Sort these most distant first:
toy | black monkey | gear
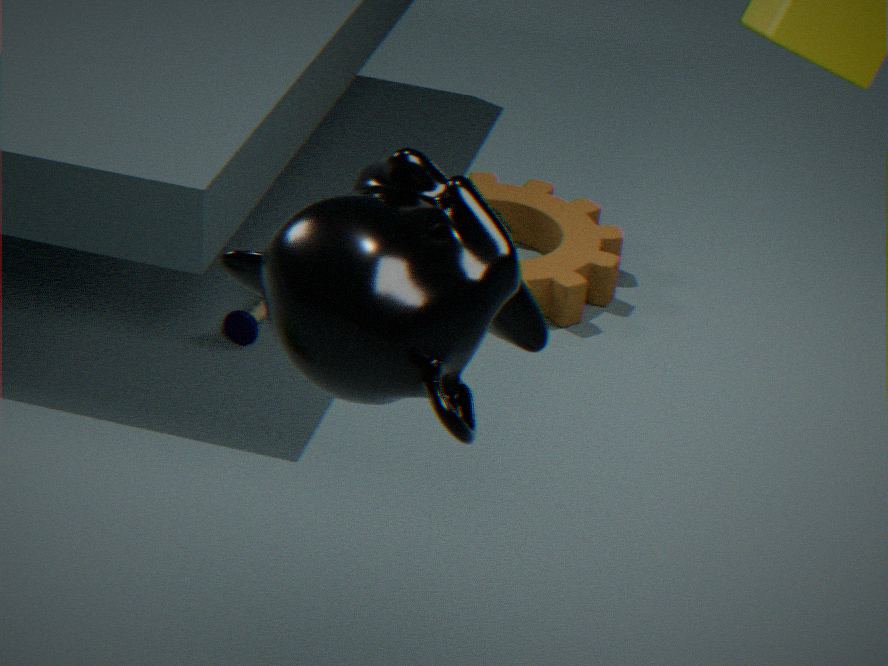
gear → toy → black monkey
